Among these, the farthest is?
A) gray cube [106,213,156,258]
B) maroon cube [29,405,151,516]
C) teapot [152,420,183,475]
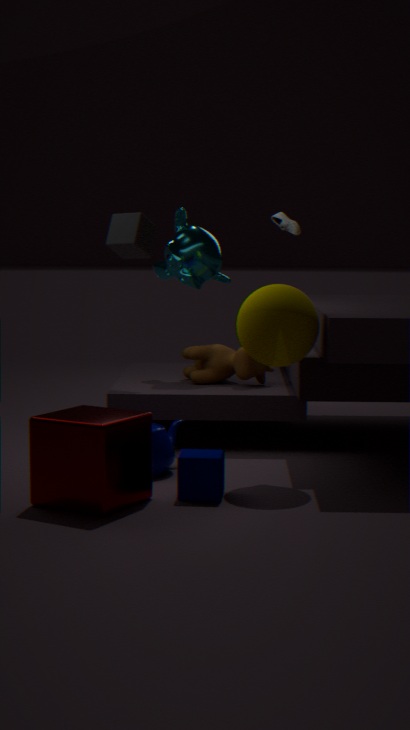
A. gray cube [106,213,156,258]
